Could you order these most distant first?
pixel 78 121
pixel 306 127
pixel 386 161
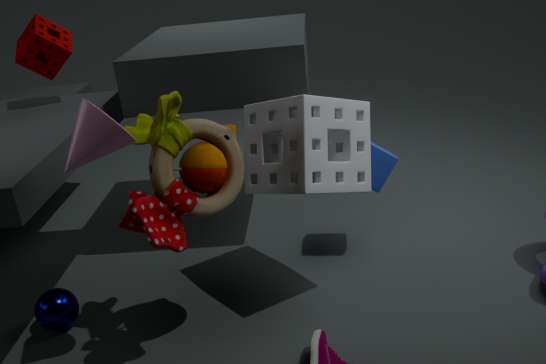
pixel 386 161, pixel 306 127, pixel 78 121
